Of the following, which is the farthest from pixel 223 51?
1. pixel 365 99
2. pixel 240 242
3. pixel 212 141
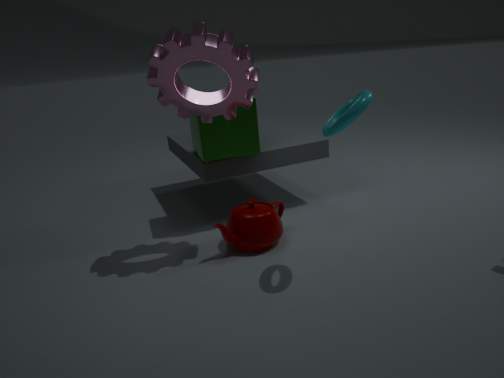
pixel 240 242
